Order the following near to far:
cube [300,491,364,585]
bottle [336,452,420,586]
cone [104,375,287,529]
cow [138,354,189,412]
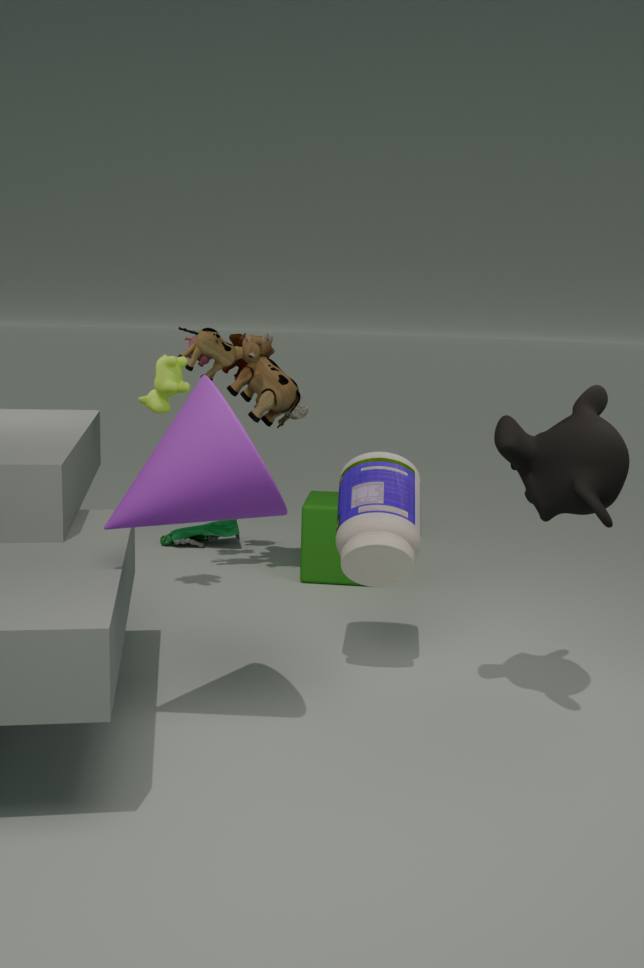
1. cone [104,375,287,529]
2. bottle [336,452,420,586]
3. cow [138,354,189,412]
4. cube [300,491,364,585]
